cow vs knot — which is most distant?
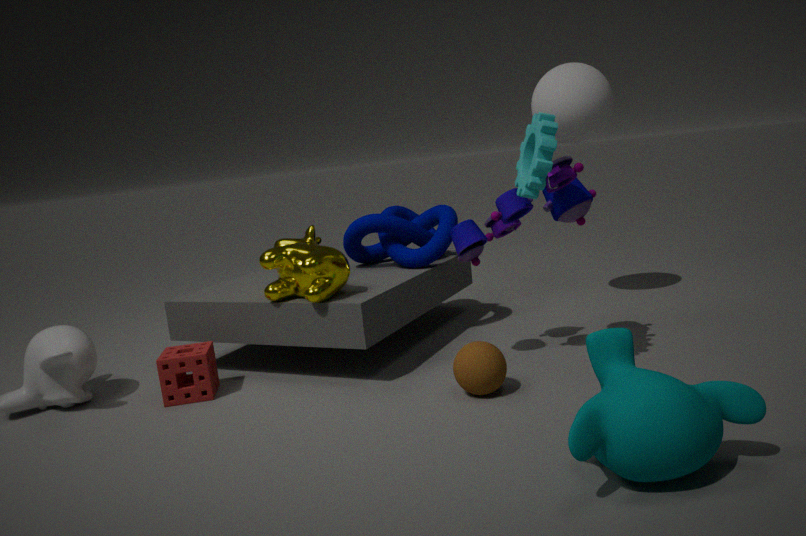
knot
